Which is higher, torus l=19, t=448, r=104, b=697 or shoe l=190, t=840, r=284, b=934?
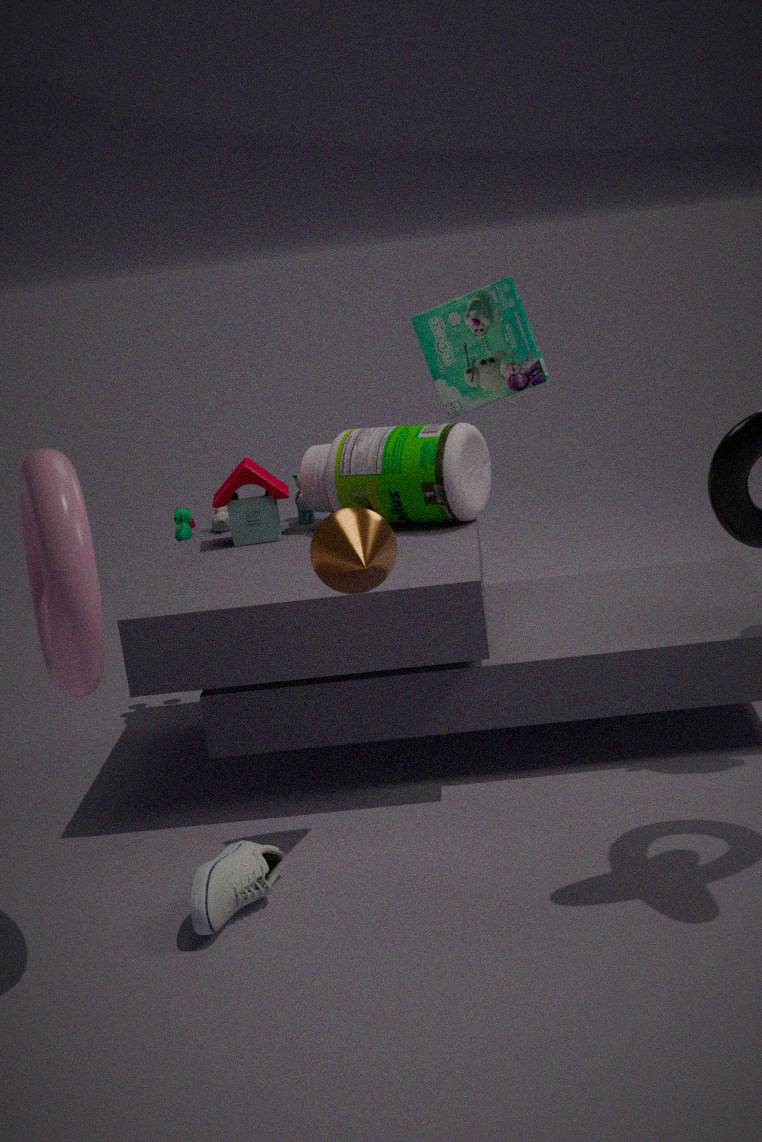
torus l=19, t=448, r=104, b=697
